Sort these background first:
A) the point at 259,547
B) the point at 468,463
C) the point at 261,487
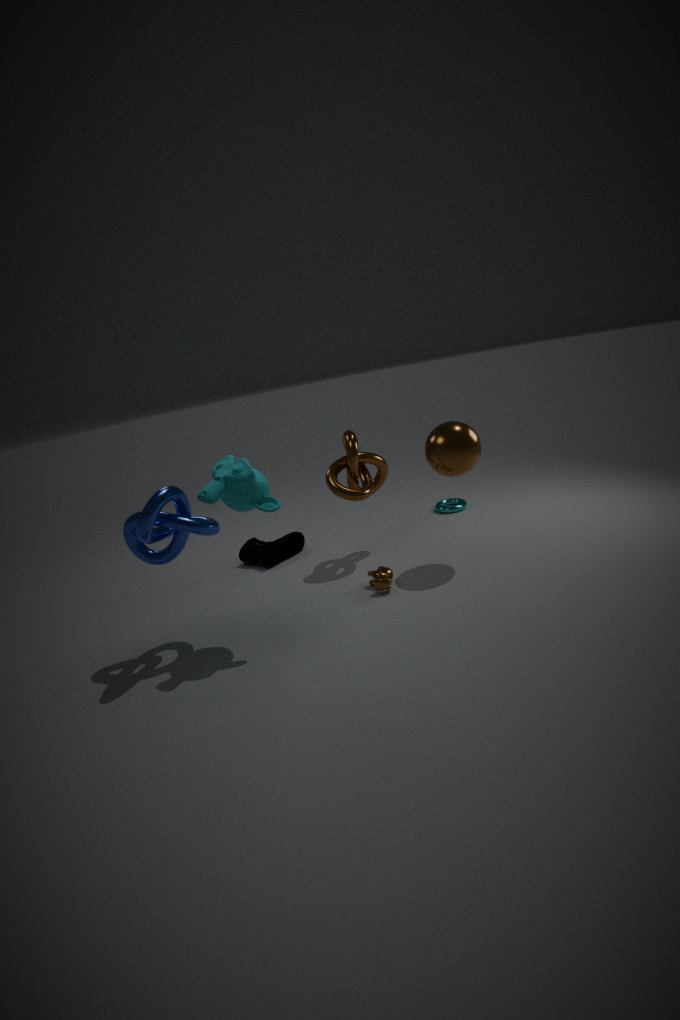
the point at 259,547
the point at 468,463
the point at 261,487
